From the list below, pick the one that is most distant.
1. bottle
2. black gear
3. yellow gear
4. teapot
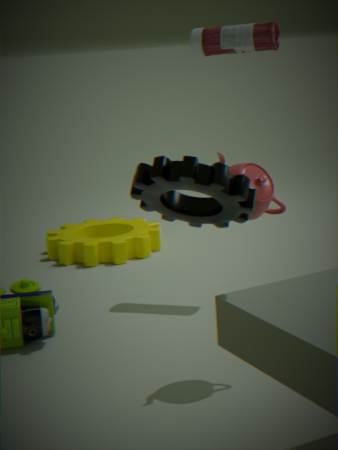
yellow gear
